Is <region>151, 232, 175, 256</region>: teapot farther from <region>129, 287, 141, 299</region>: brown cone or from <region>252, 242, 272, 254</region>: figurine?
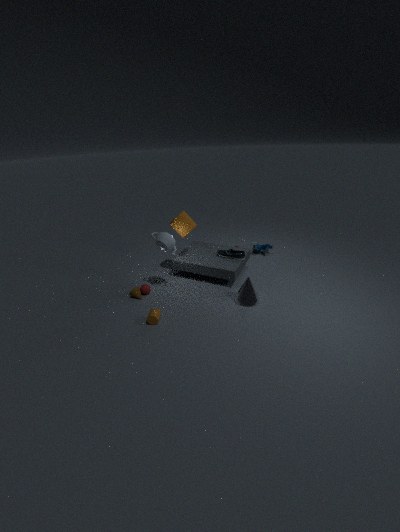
<region>252, 242, 272, 254</region>: figurine
